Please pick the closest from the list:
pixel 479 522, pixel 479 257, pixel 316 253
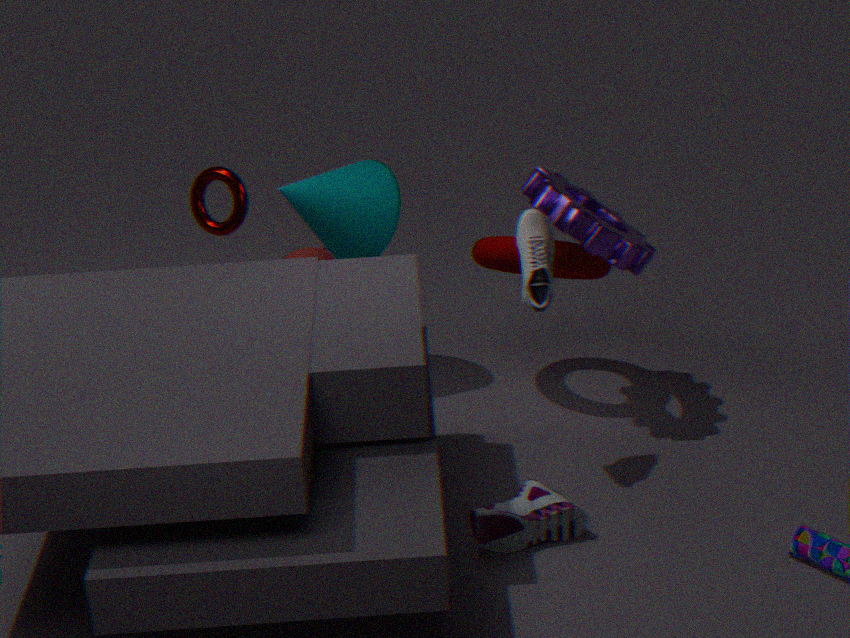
pixel 479 522
